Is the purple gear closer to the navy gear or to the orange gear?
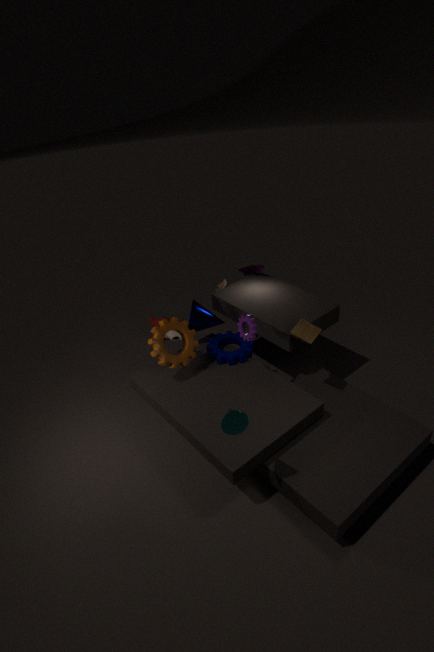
the navy gear
